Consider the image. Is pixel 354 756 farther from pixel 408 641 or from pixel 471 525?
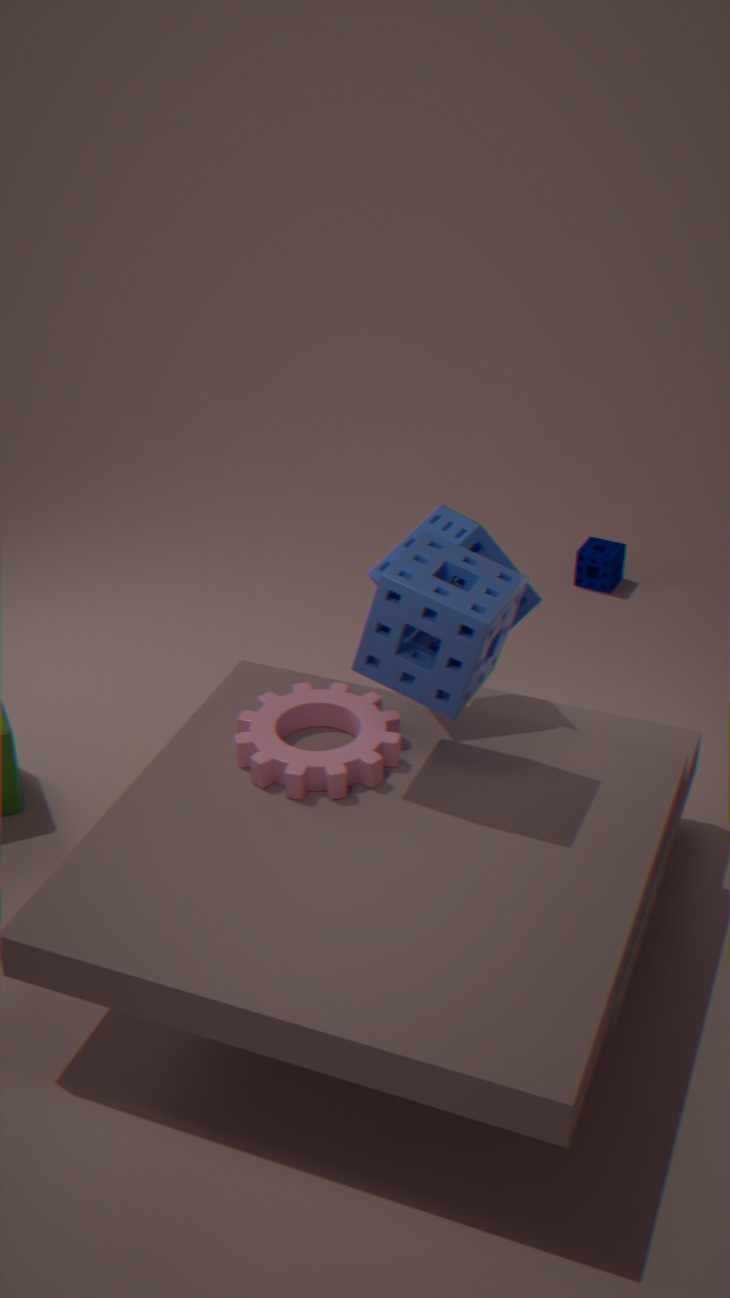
pixel 471 525
